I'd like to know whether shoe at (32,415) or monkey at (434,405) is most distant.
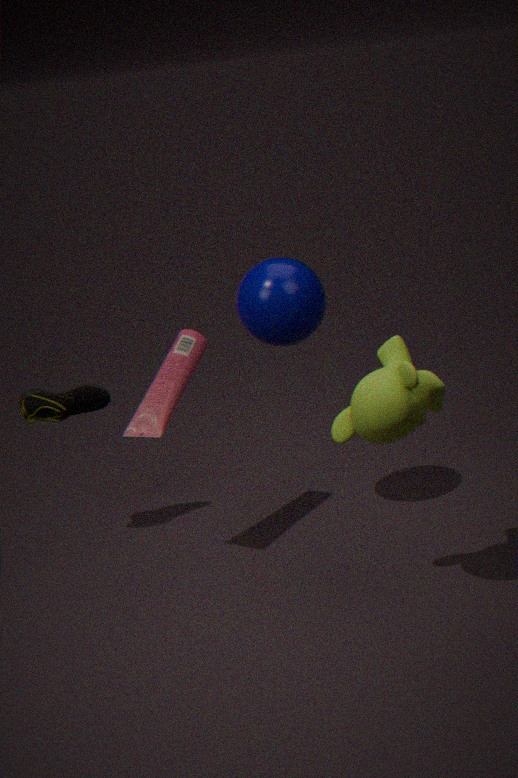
shoe at (32,415)
